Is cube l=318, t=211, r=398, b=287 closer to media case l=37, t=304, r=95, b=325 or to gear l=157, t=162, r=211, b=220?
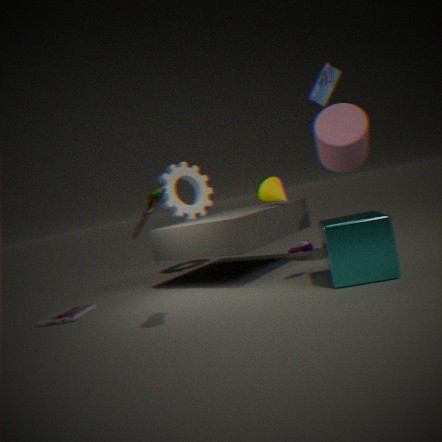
gear l=157, t=162, r=211, b=220
